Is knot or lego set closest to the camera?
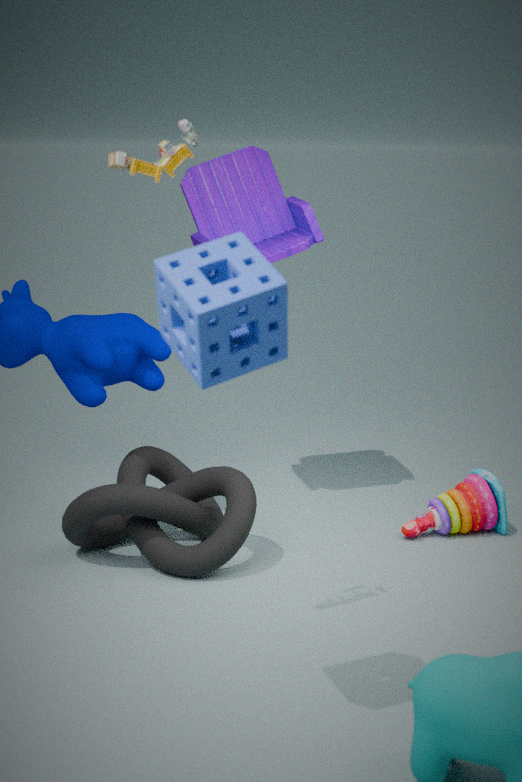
lego set
